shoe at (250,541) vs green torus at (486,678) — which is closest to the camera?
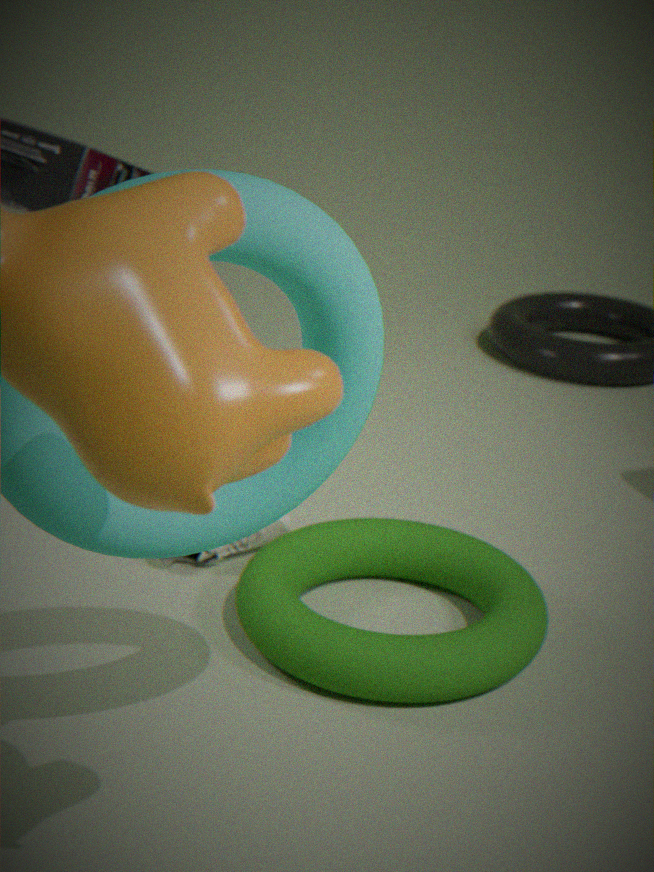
green torus at (486,678)
